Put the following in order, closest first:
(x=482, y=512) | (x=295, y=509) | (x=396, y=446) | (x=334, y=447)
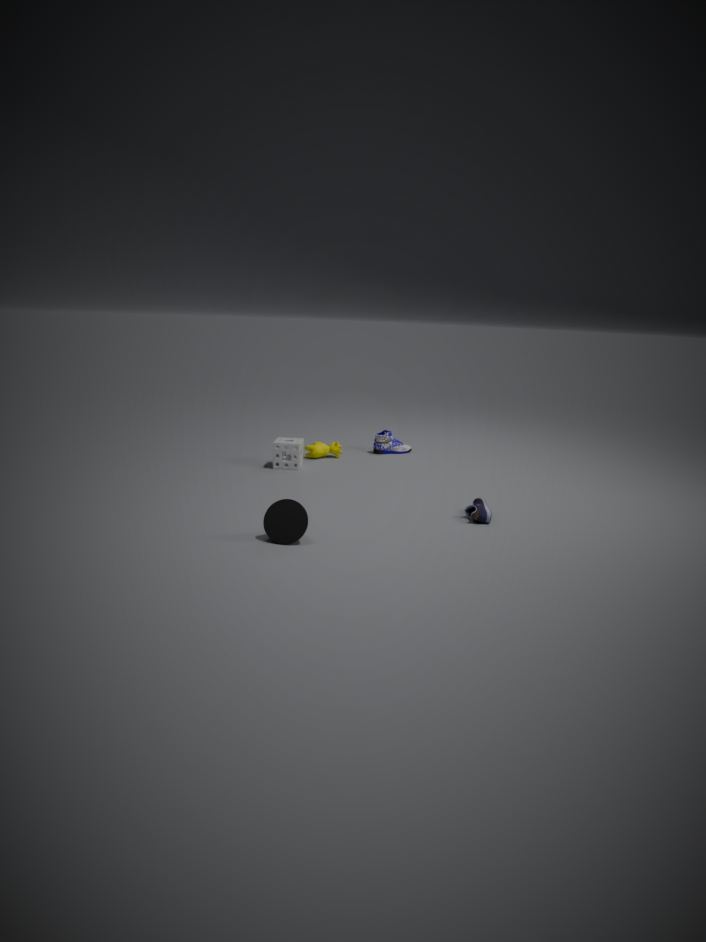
(x=295, y=509), (x=482, y=512), (x=334, y=447), (x=396, y=446)
